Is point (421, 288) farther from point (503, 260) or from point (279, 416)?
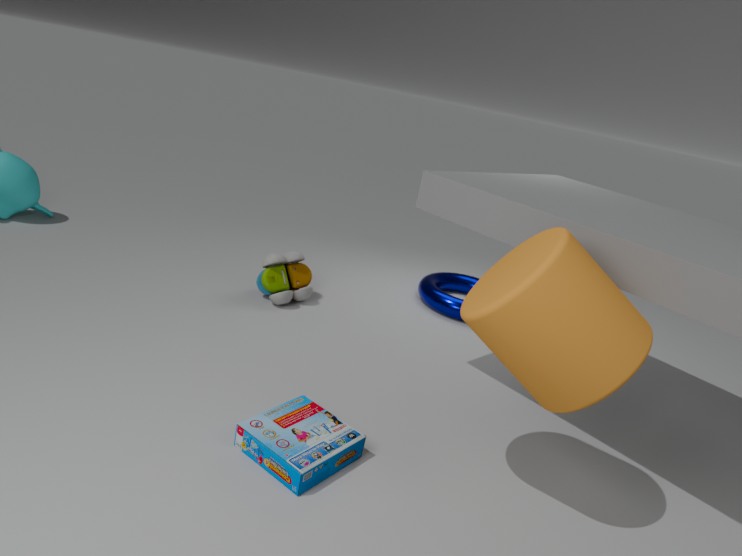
point (279, 416)
